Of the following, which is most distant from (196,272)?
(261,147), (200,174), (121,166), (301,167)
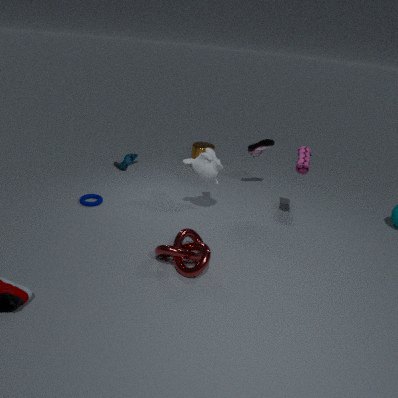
(121,166)
